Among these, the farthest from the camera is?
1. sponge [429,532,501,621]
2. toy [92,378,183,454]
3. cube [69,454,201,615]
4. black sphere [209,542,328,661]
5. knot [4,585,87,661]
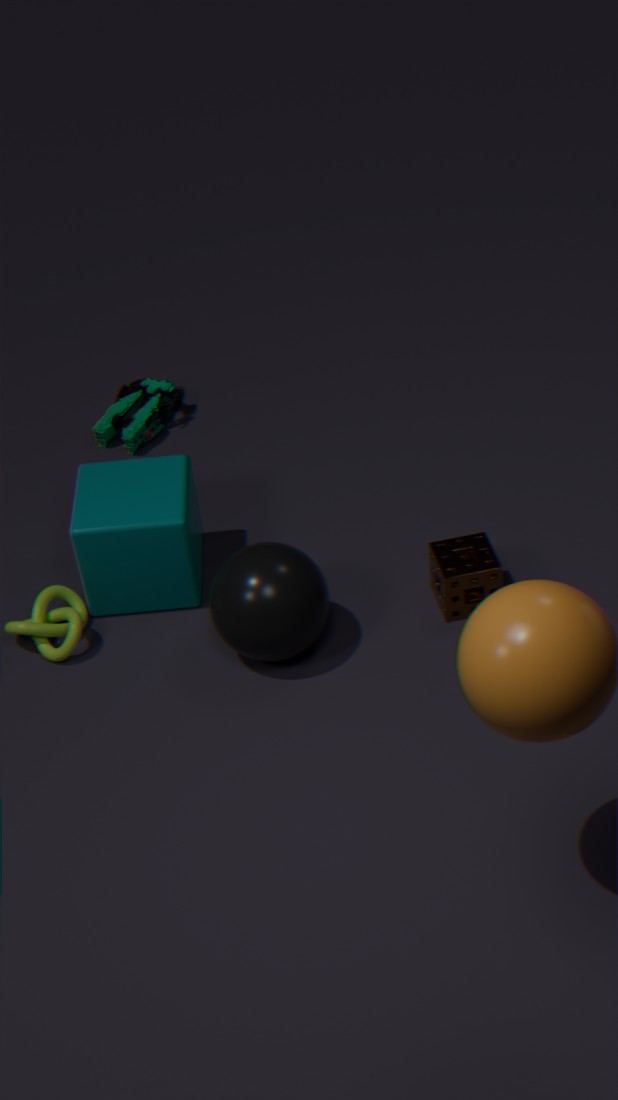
toy [92,378,183,454]
